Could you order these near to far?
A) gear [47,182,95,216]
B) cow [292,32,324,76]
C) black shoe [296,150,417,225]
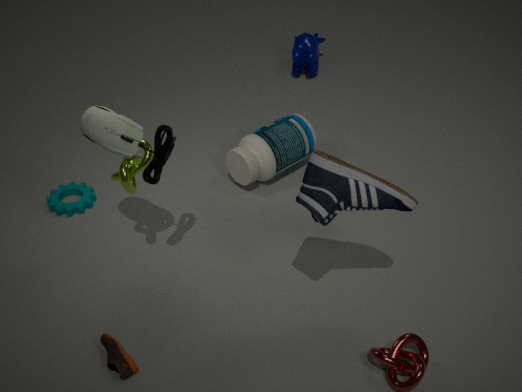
1. C. black shoe [296,150,417,225]
2. A. gear [47,182,95,216]
3. B. cow [292,32,324,76]
